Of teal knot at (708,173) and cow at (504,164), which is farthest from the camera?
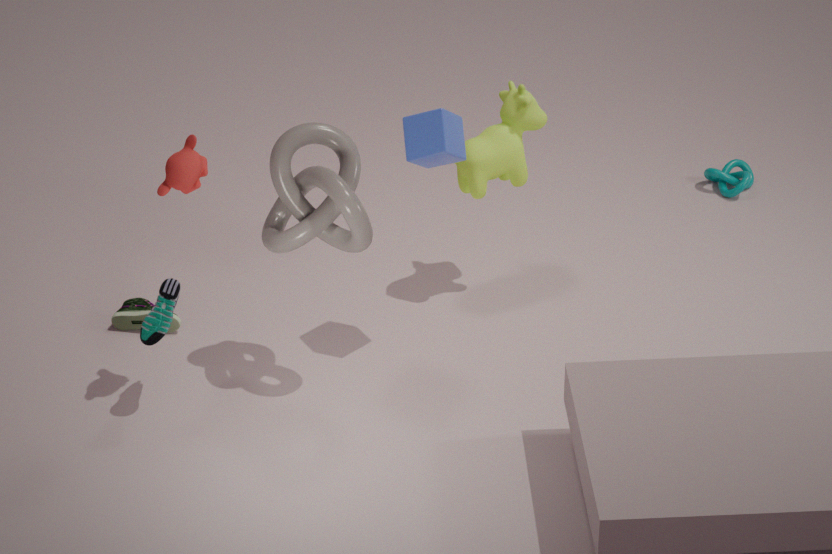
teal knot at (708,173)
